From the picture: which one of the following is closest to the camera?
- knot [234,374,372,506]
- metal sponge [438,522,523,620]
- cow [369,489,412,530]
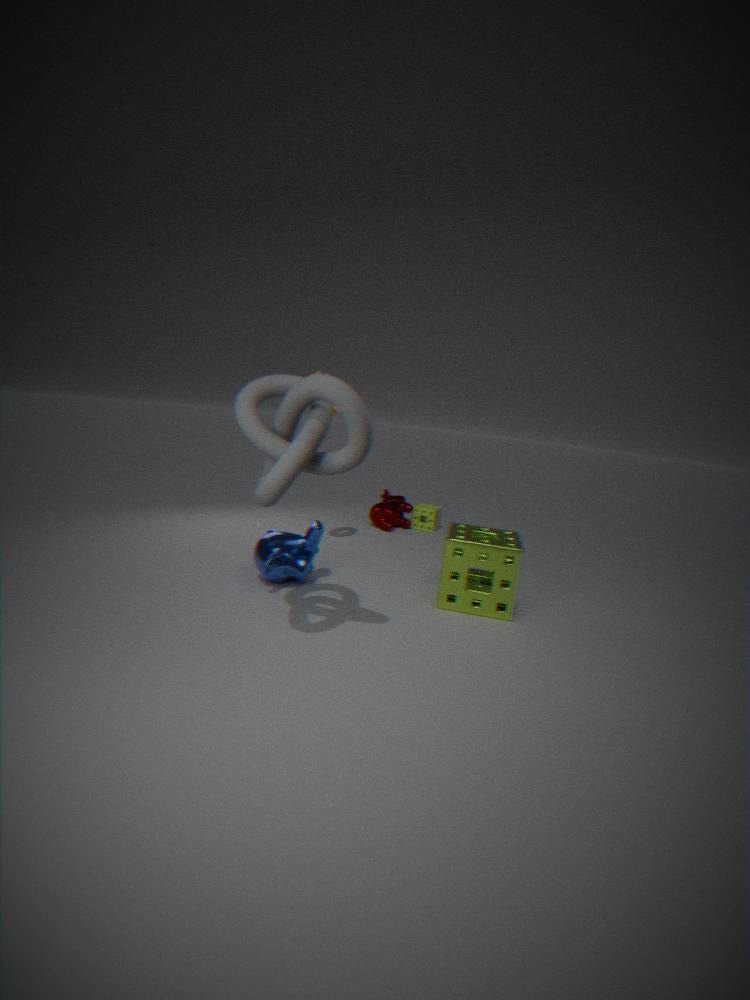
knot [234,374,372,506]
